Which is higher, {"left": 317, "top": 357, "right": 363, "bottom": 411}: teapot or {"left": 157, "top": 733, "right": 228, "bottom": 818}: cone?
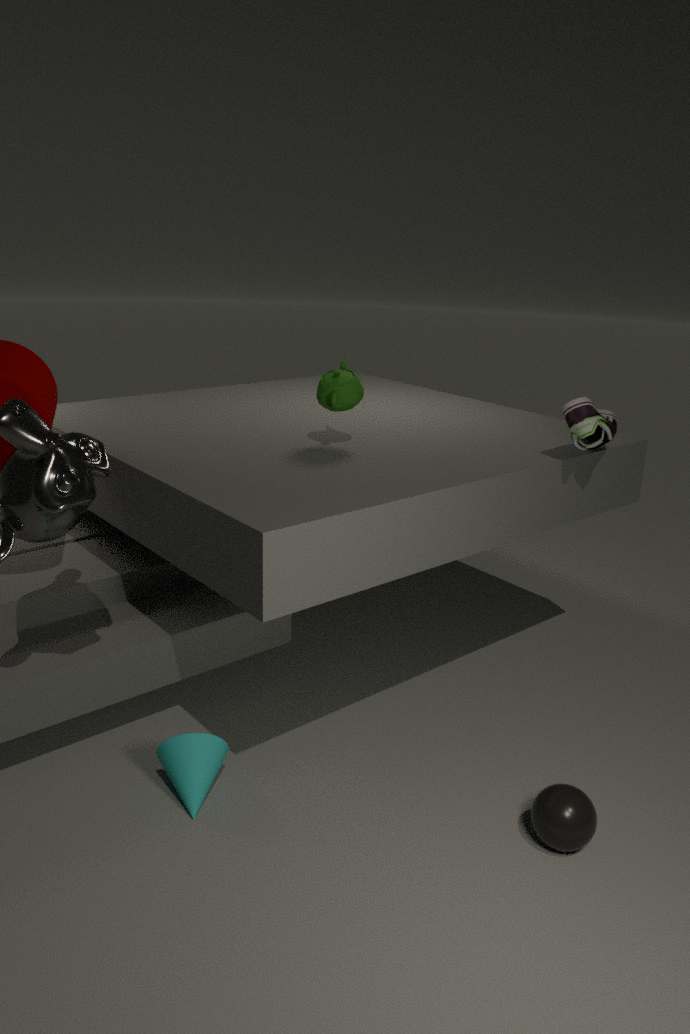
{"left": 317, "top": 357, "right": 363, "bottom": 411}: teapot
